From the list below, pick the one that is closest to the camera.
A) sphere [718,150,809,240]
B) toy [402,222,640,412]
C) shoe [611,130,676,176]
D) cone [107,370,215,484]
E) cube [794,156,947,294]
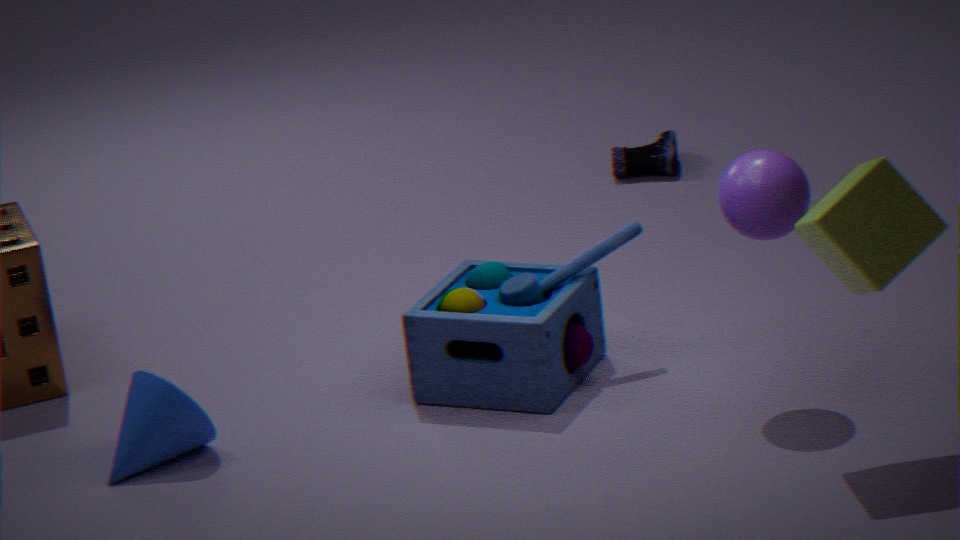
cube [794,156,947,294]
